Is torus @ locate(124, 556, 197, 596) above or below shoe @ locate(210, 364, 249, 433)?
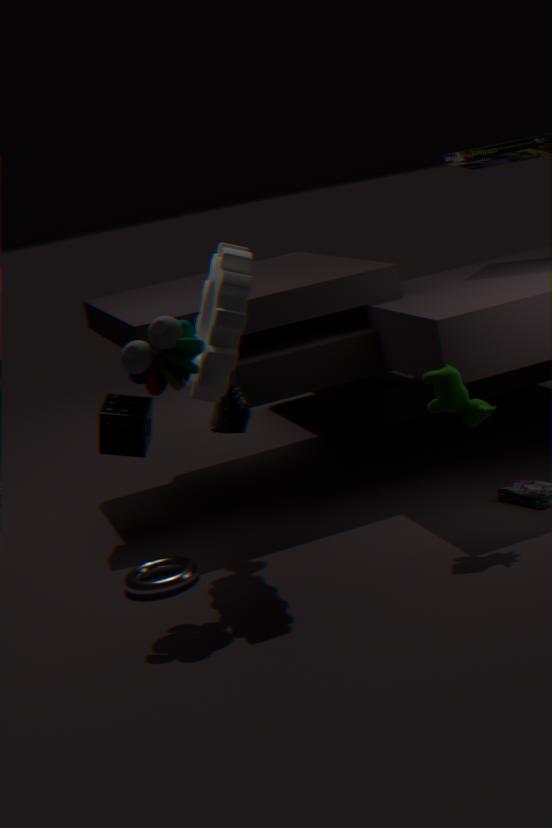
below
